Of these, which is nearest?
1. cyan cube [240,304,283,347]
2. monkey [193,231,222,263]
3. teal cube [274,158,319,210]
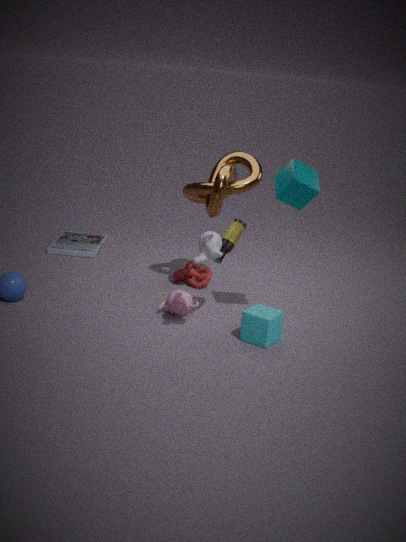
monkey [193,231,222,263]
